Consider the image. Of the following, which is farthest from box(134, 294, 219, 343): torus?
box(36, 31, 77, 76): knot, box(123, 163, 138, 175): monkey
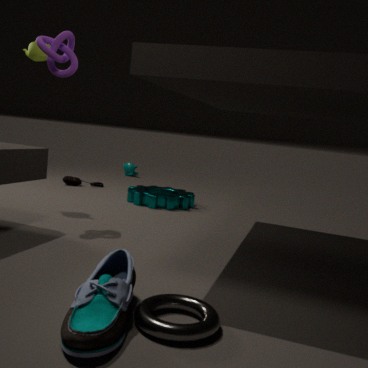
box(123, 163, 138, 175): monkey
